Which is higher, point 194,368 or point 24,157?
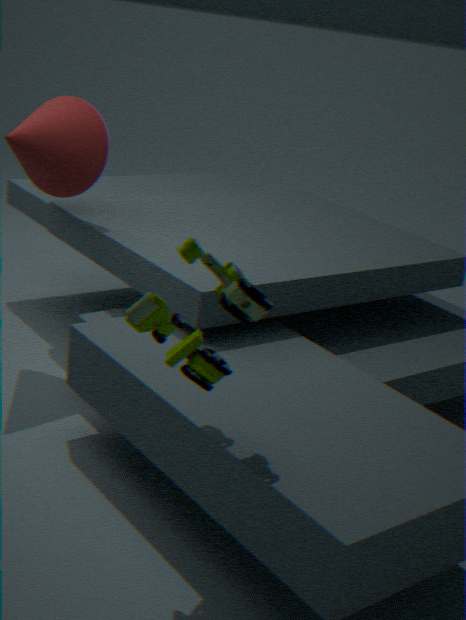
point 24,157
